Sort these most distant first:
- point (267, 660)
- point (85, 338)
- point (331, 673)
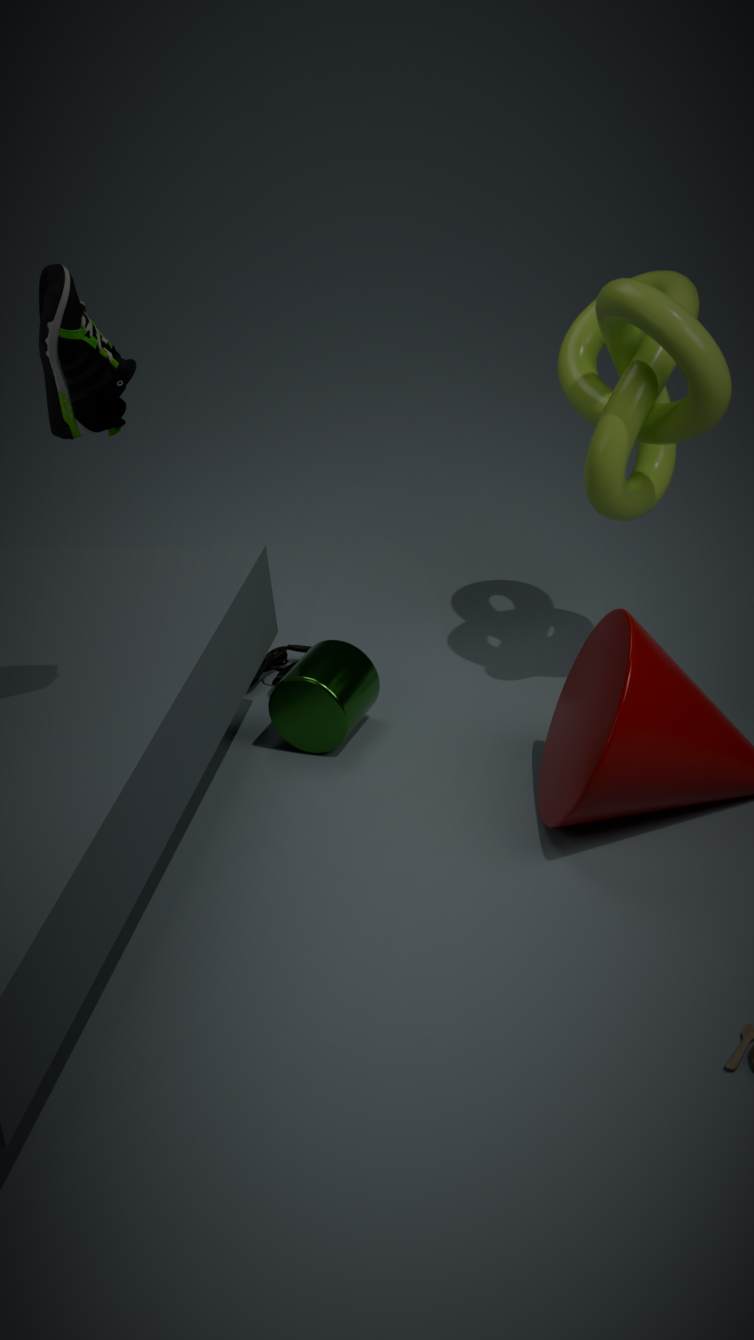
1. point (267, 660)
2. point (331, 673)
3. point (85, 338)
